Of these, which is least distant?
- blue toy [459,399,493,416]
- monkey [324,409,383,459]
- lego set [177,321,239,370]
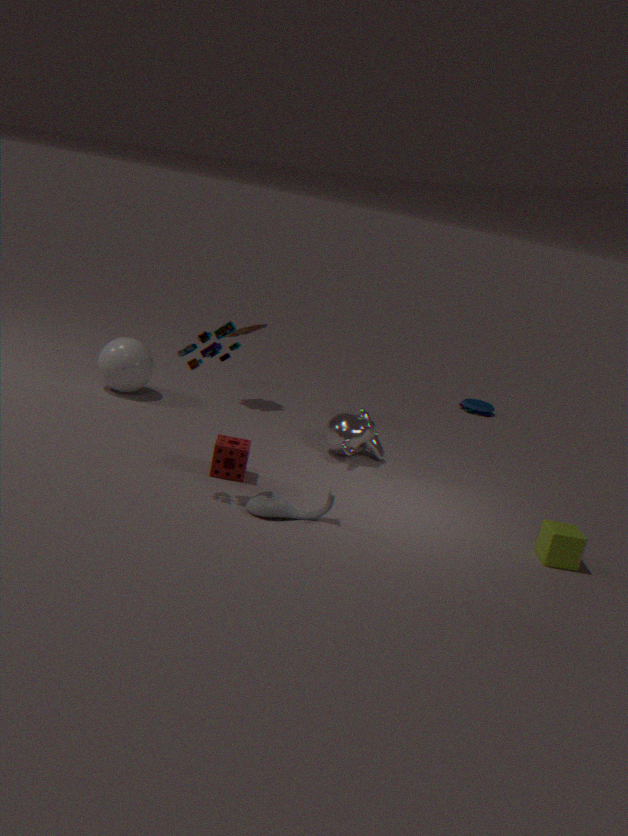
lego set [177,321,239,370]
